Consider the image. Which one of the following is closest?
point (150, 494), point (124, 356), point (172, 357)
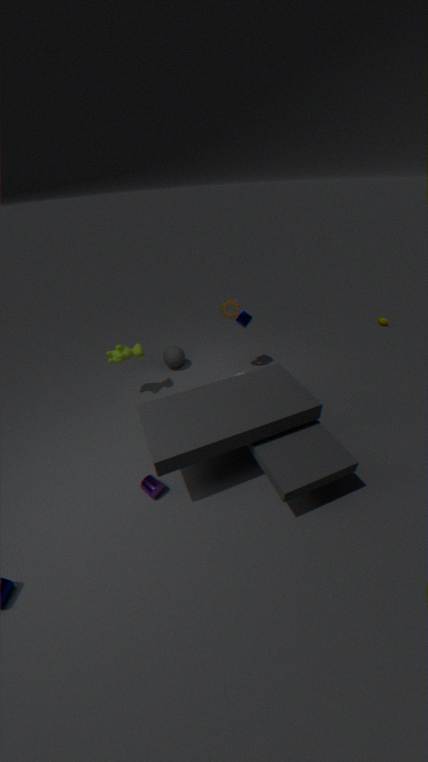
point (150, 494)
